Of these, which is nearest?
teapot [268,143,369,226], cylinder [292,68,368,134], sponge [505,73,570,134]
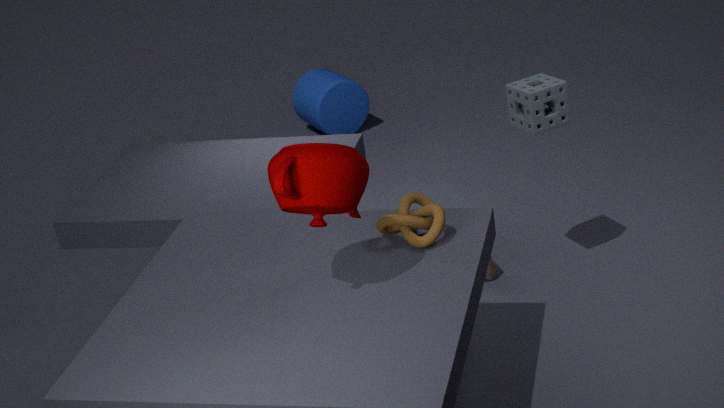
teapot [268,143,369,226]
